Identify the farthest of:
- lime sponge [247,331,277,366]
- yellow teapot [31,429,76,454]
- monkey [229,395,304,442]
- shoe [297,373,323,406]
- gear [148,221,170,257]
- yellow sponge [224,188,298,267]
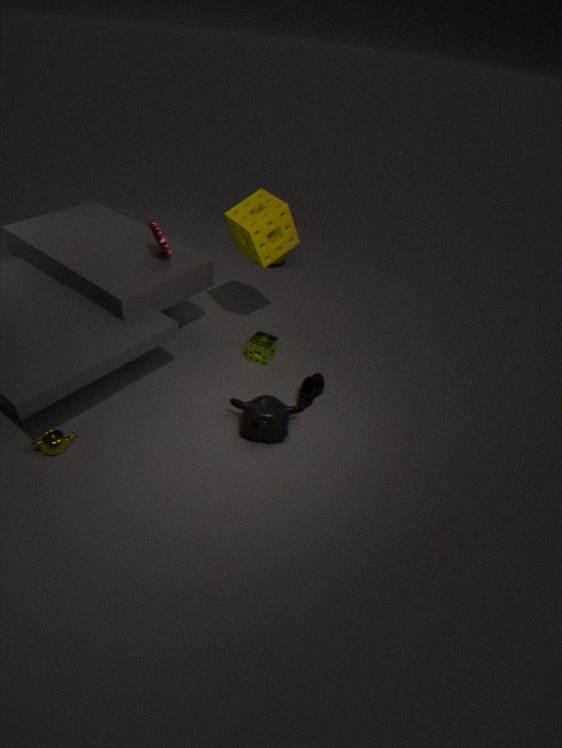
lime sponge [247,331,277,366]
